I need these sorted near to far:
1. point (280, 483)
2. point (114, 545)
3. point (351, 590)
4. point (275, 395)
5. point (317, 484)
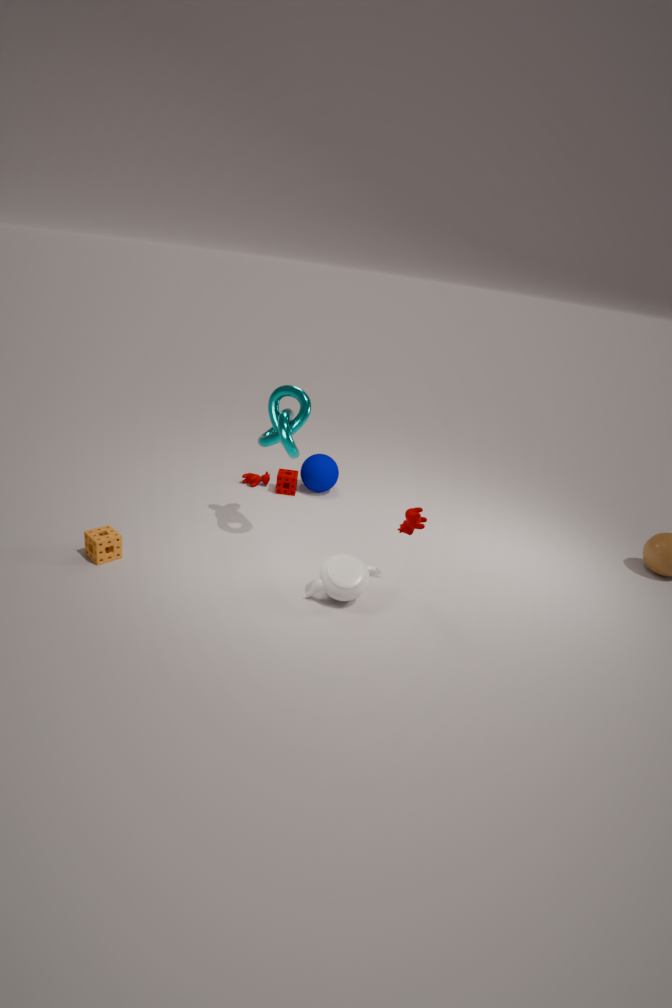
point (351, 590), point (114, 545), point (275, 395), point (280, 483), point (317, 484)
